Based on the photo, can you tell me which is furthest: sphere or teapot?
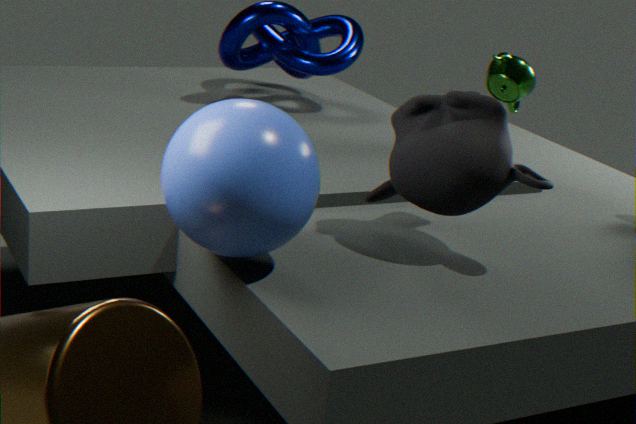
teapot
